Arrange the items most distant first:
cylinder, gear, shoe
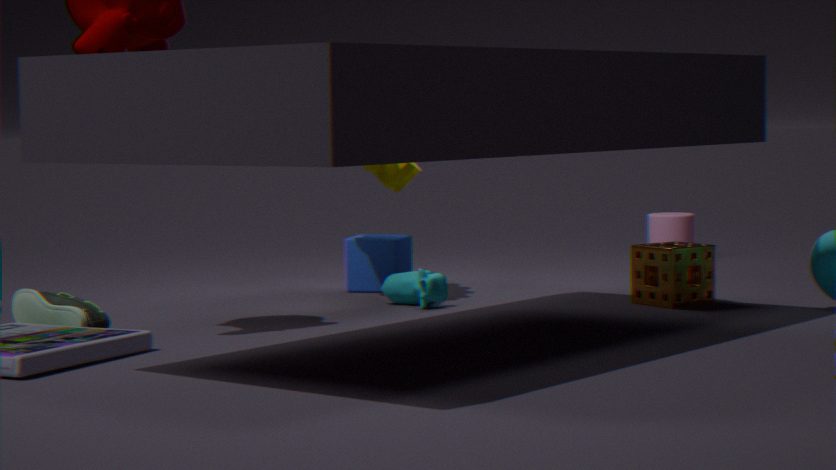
1. cylinder
2. gear
3. shoe
